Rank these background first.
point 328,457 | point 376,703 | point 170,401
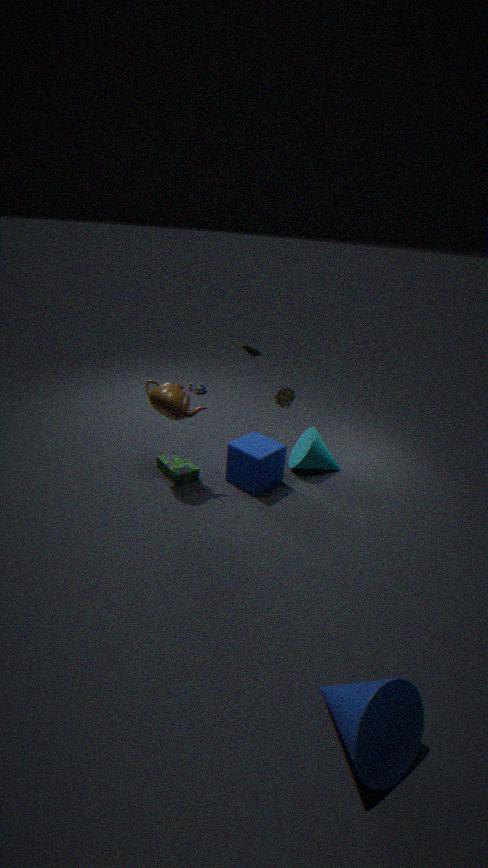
point 328,457 < point 170,401 < point 376,703
